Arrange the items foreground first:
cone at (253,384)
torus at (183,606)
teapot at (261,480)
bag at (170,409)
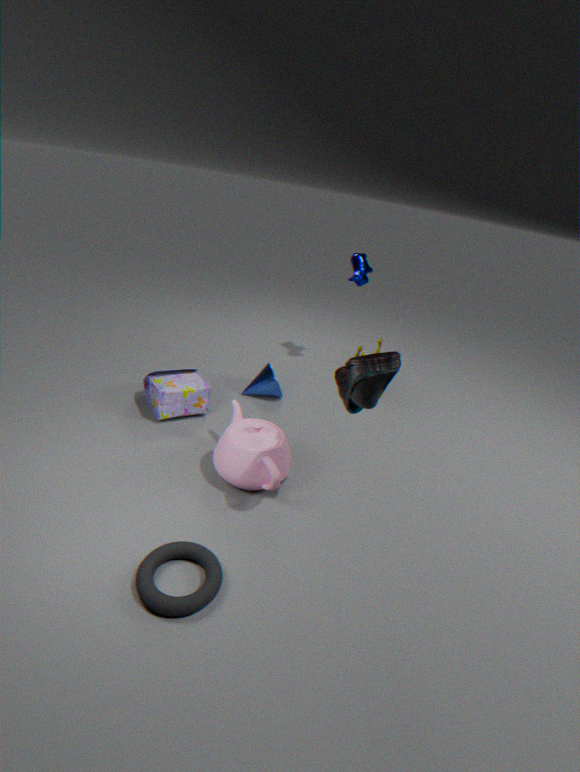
torus at (183,606) < teapot at (261,480) < bag at (170,409) < cone at (253,384)
